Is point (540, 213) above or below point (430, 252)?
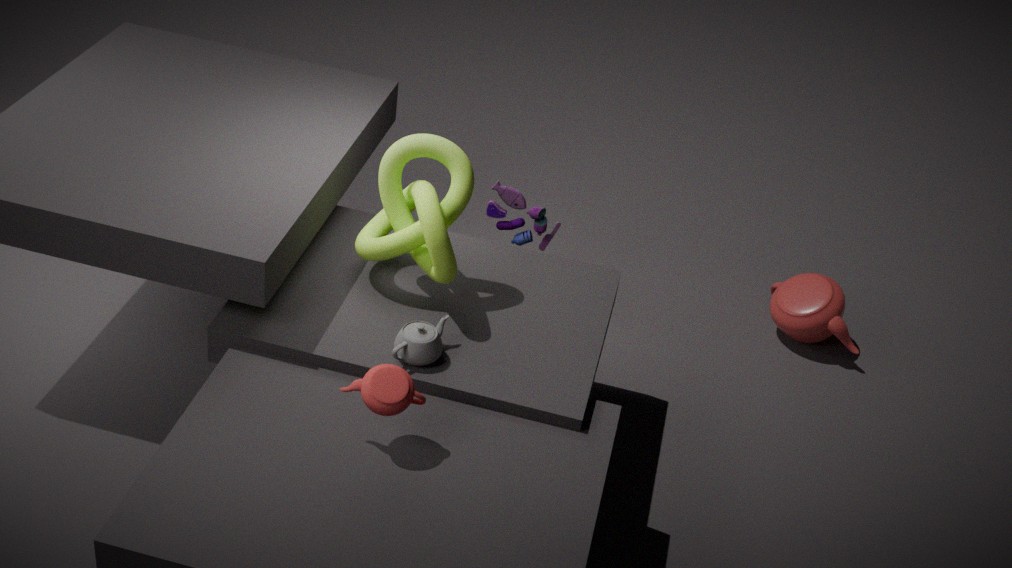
below
